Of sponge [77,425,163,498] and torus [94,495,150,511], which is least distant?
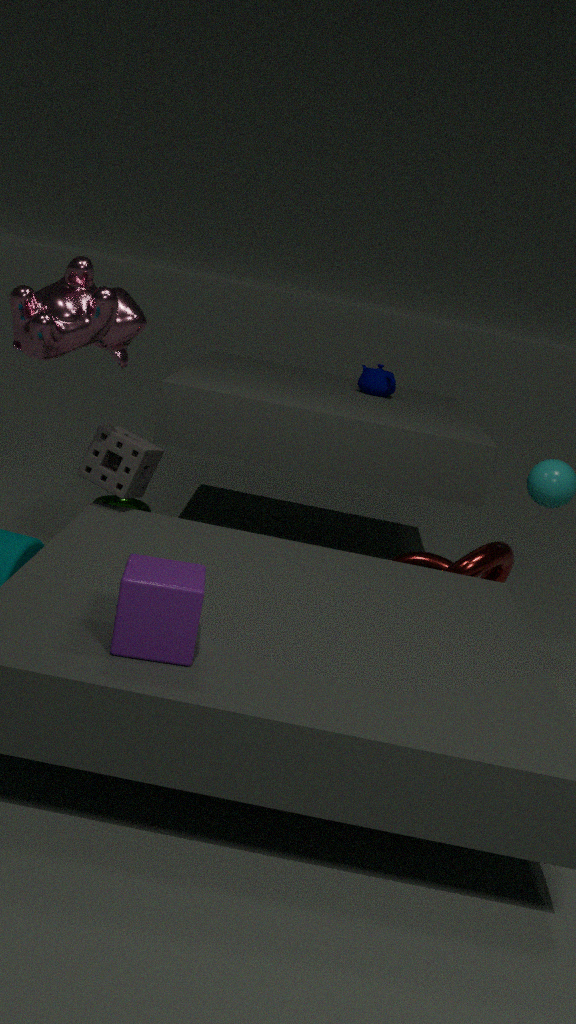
sponge [77,425,163,498]
